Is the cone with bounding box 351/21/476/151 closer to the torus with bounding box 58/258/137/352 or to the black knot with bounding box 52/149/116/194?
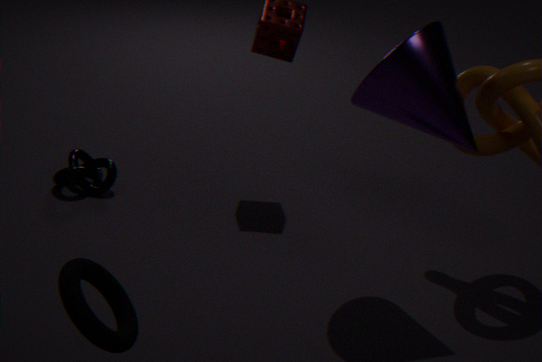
the black knot with bounding box 52/149/116/194
